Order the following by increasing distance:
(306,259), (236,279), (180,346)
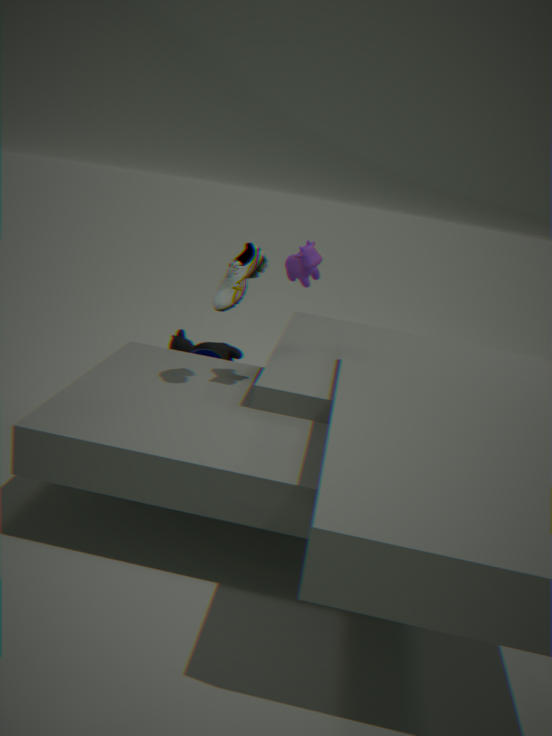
(236,279), (306,259), (180,346)
